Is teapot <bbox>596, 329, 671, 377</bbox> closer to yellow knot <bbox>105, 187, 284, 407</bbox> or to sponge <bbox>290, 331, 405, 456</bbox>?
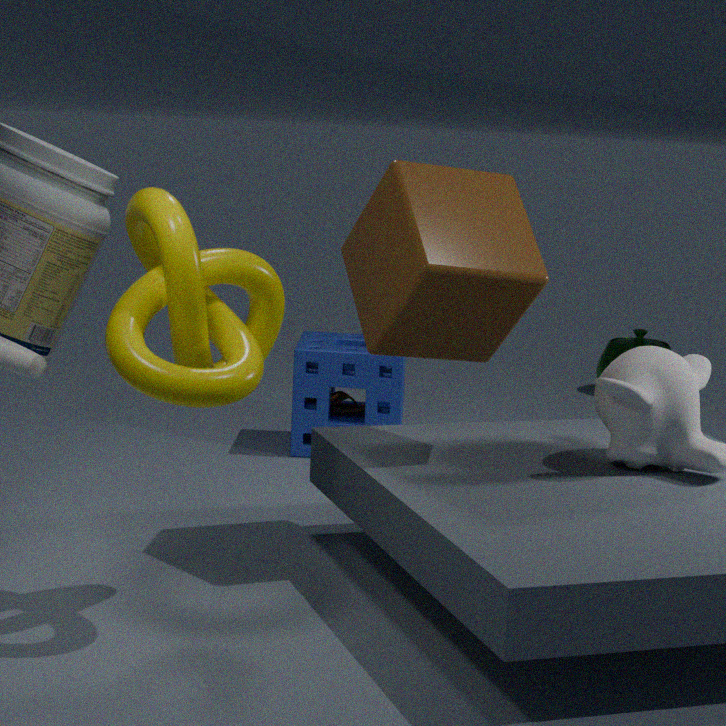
sponge <bbox>290, 331, 405, 456</bbox>
